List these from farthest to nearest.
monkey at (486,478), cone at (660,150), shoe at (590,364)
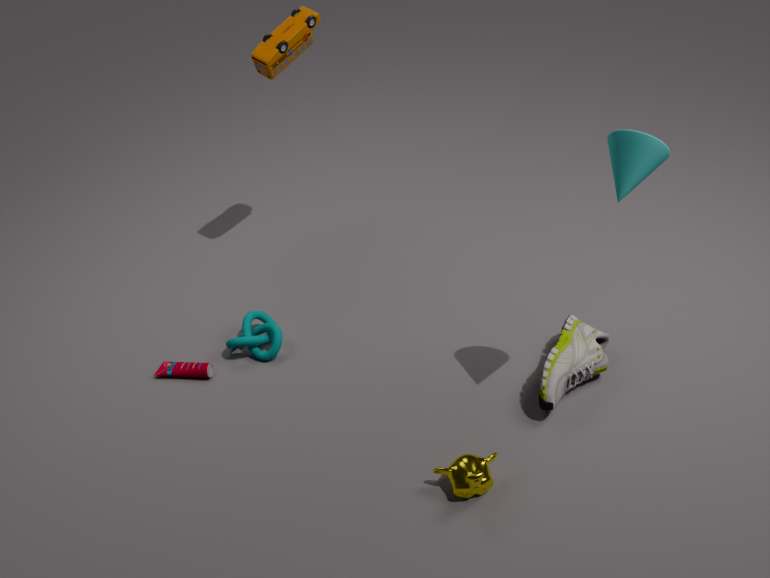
shoe at (590,364) → monkey at (486,478) → cone at (660,150)
